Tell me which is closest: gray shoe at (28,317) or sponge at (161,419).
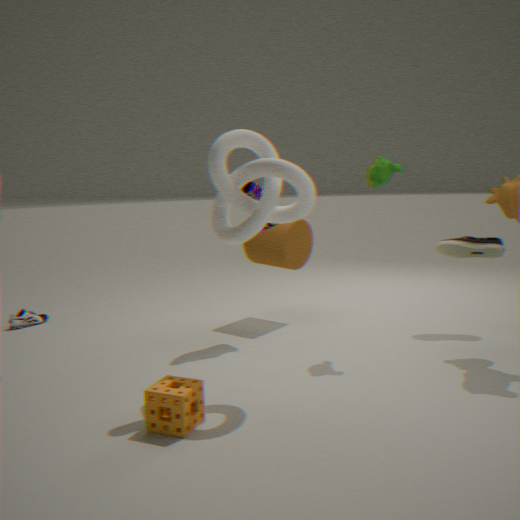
sponge at (161,419)
